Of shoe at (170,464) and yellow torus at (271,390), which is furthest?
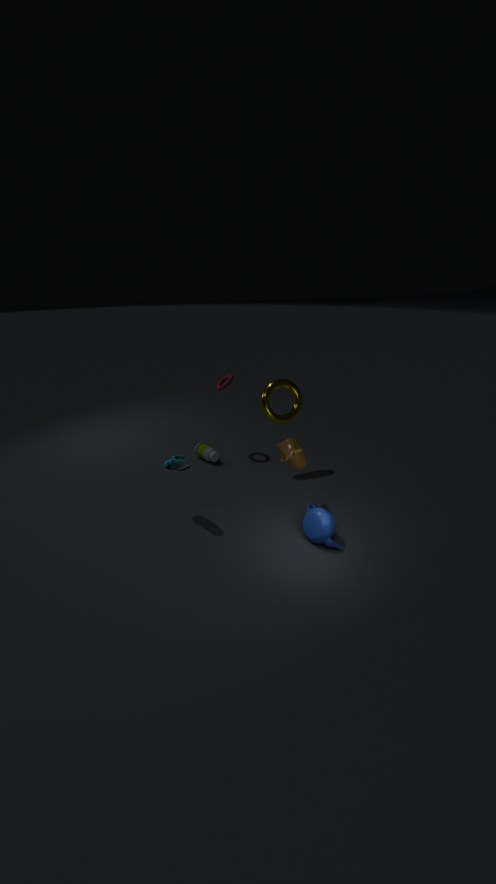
yellow torus at (271,390)
